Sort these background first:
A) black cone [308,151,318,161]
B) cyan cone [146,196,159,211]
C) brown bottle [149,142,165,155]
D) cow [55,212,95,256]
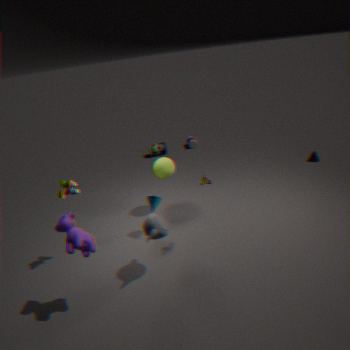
brown bottle [149,142,165,155] < black cone [308,151,318,161] < cyan cone [146,196,159,211] < cow [55,212,95,256]
